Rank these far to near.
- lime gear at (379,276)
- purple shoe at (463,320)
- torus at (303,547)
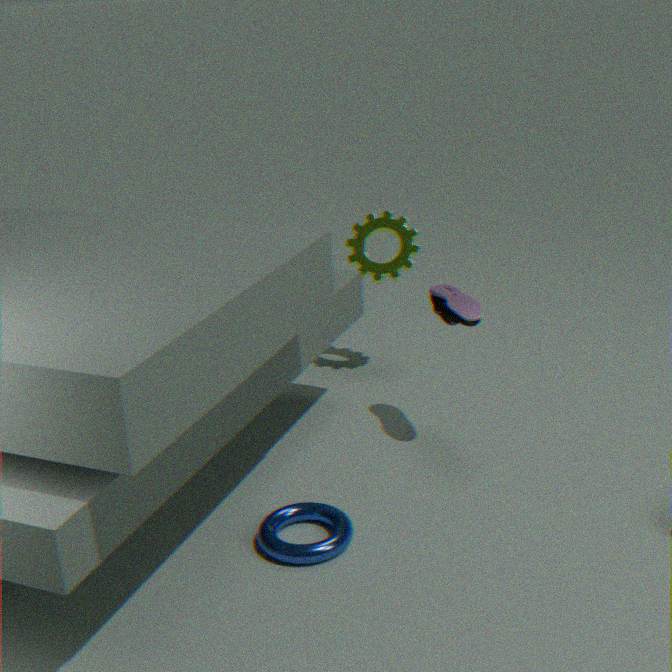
lime gear at (379,276) → purple shoe at (463,320) → torus at (303,547)
